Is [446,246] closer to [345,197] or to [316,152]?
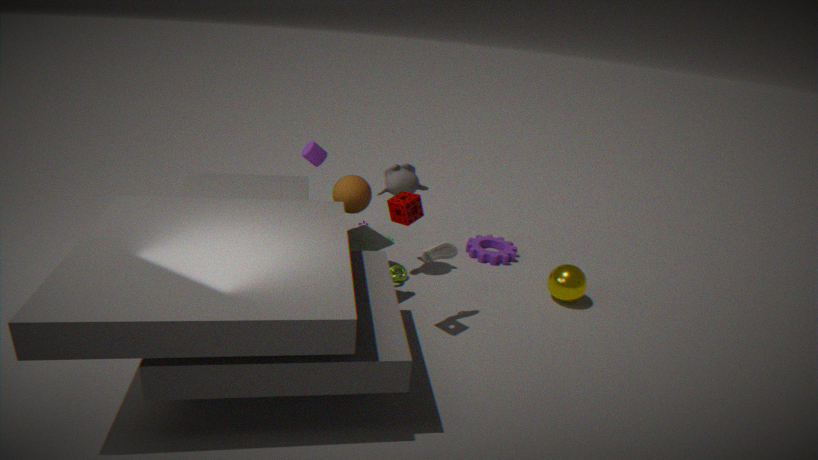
[345,197]
